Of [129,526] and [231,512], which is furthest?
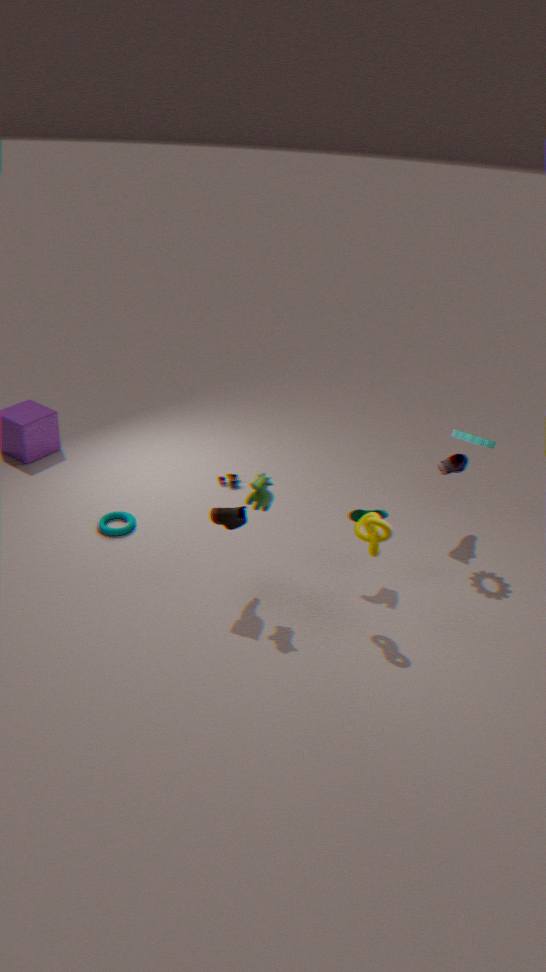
[129,526]
